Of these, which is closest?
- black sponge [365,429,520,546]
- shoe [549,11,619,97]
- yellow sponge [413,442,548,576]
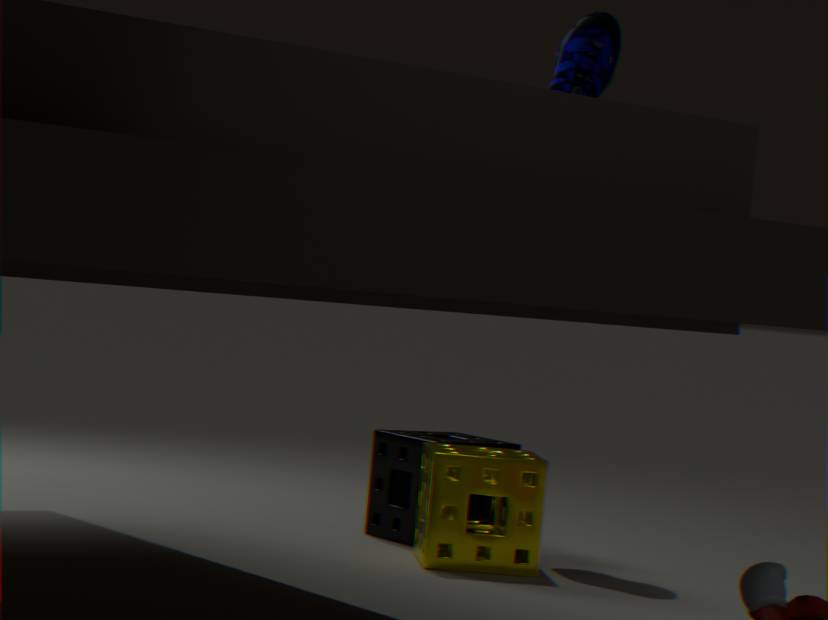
yellow sponge [413,442,548,576]
